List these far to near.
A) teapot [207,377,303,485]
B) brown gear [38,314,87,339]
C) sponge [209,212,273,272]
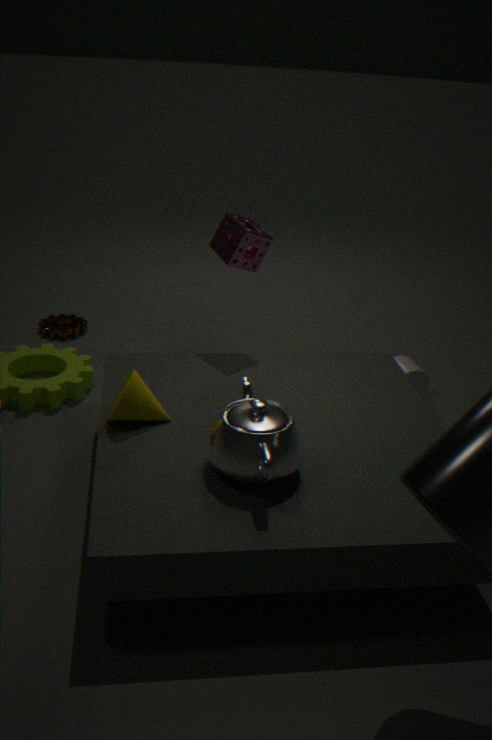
B. brown gear [38,314,87,339] → C. sponge [209,212,273,272] → A. teapot [207,377,303,485]
